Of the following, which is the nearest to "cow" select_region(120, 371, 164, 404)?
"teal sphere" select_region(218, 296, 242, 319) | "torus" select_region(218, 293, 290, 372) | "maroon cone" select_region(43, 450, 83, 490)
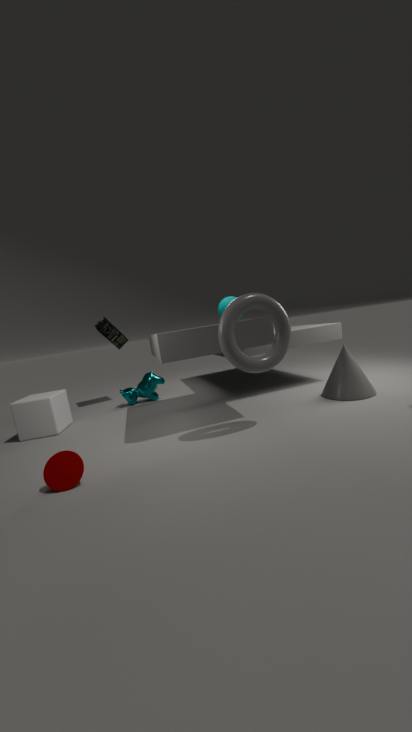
"teal sphere" select_region(218, 296, 242, 319)
